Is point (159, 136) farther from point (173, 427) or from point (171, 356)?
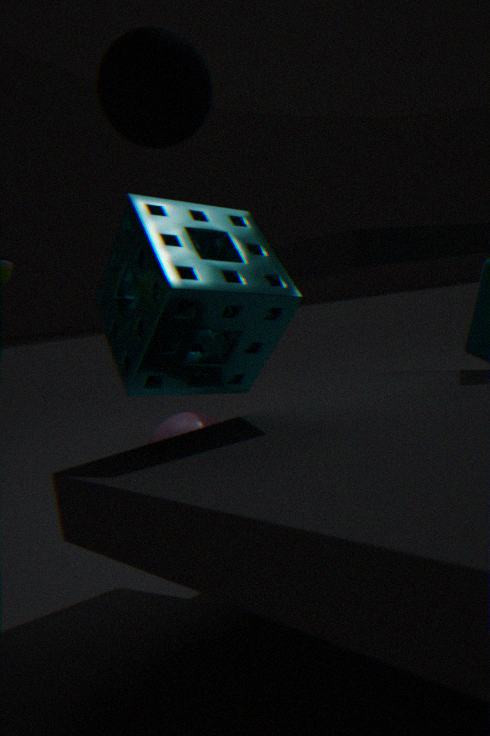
point (173, 427)
